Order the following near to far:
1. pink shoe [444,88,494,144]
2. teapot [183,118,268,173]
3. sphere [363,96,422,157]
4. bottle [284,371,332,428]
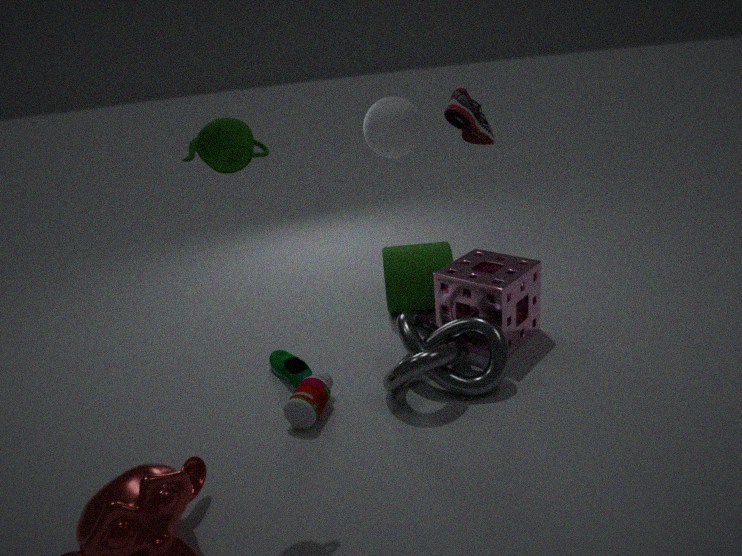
teapot [183,118,268,173] → bottle [284,371,332,428] → pink shoe [444,88,494,144] → sphere [363,96,422,157]
